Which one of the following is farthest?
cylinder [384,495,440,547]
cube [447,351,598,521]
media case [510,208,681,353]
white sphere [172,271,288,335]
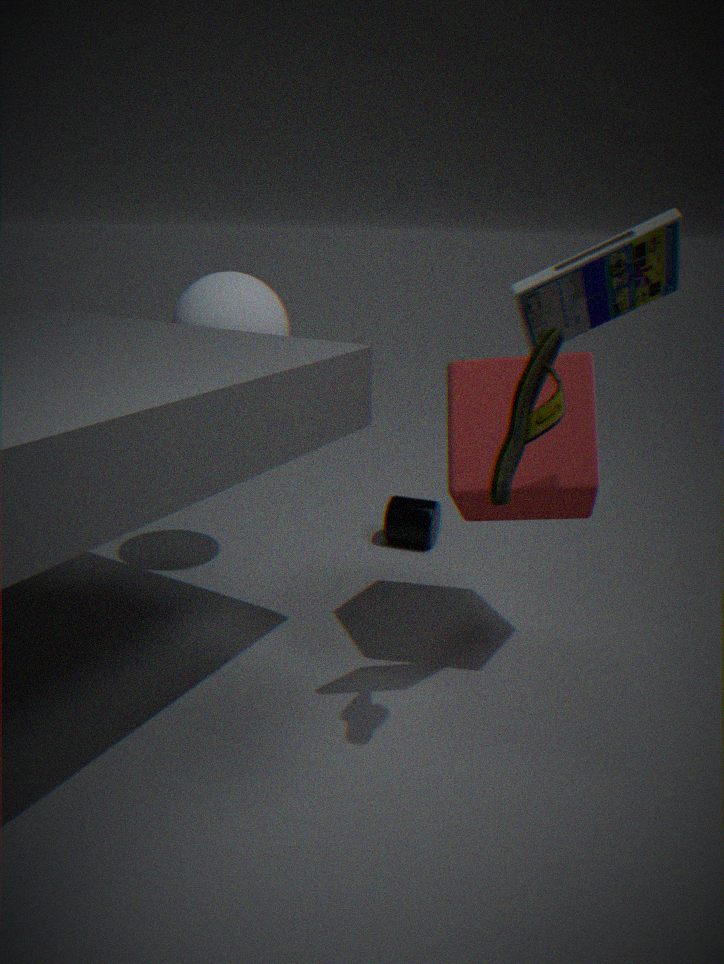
cylinder [384,495,440,547]
